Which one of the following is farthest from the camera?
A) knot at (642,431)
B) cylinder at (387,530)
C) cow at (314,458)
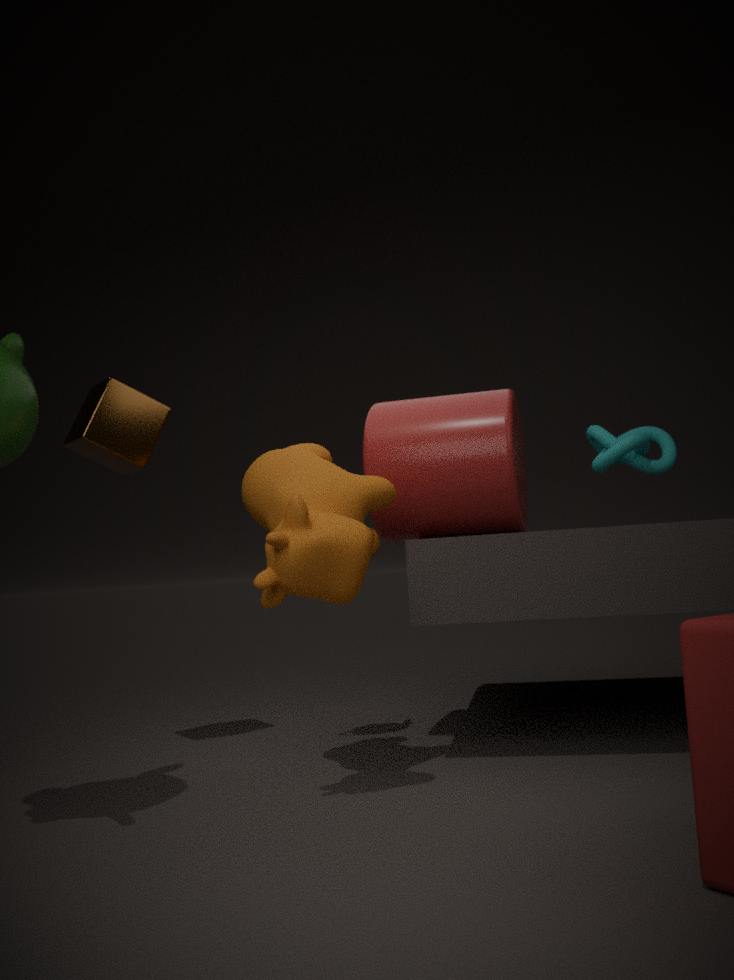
knot at (642,431)
